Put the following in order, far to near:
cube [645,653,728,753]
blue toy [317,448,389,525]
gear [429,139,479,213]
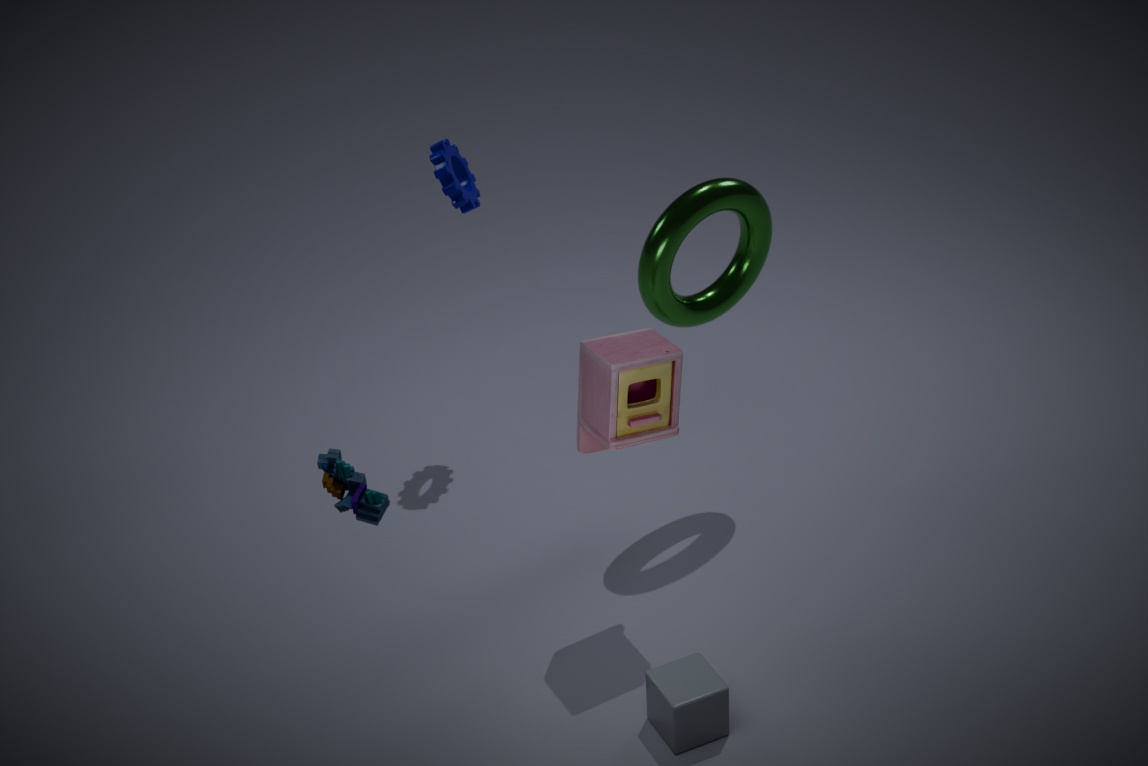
gear [429,139,479,213], cube [645,653,728,753], blue toy [317,448,389,525]
